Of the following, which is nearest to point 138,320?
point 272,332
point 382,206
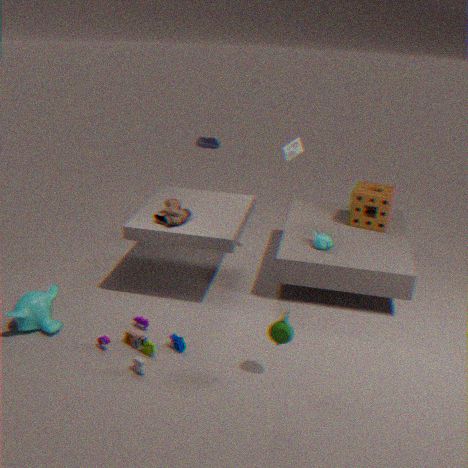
point 272,332
